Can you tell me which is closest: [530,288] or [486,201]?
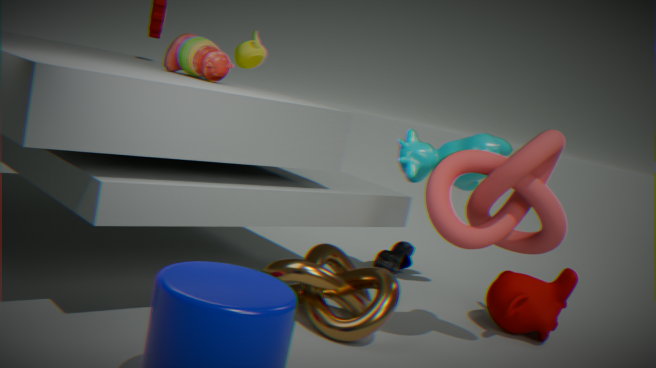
[486,201]
